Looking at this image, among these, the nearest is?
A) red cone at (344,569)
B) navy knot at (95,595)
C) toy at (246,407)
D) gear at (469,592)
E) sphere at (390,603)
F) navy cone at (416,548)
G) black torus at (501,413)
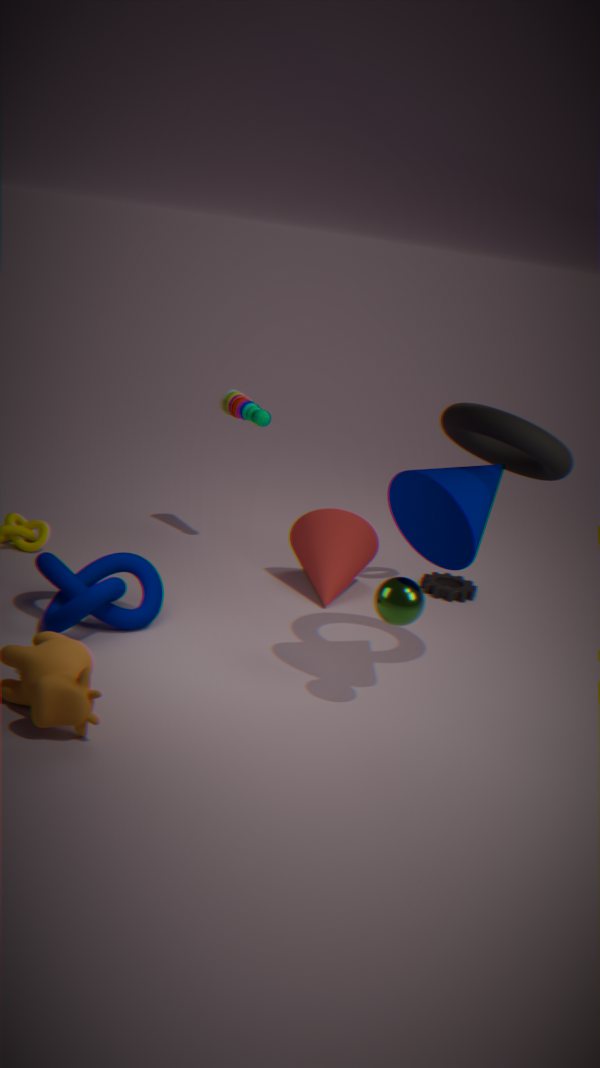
sphere at (390,603)
